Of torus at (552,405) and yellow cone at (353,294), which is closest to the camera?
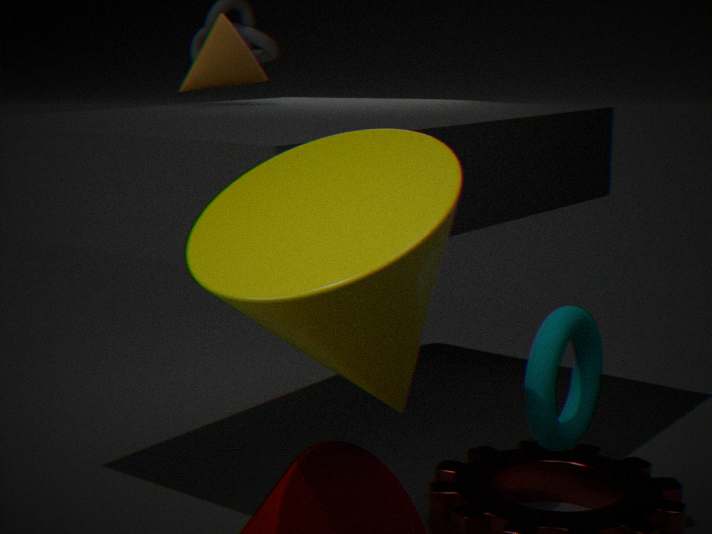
yellow cone at (353,294)
